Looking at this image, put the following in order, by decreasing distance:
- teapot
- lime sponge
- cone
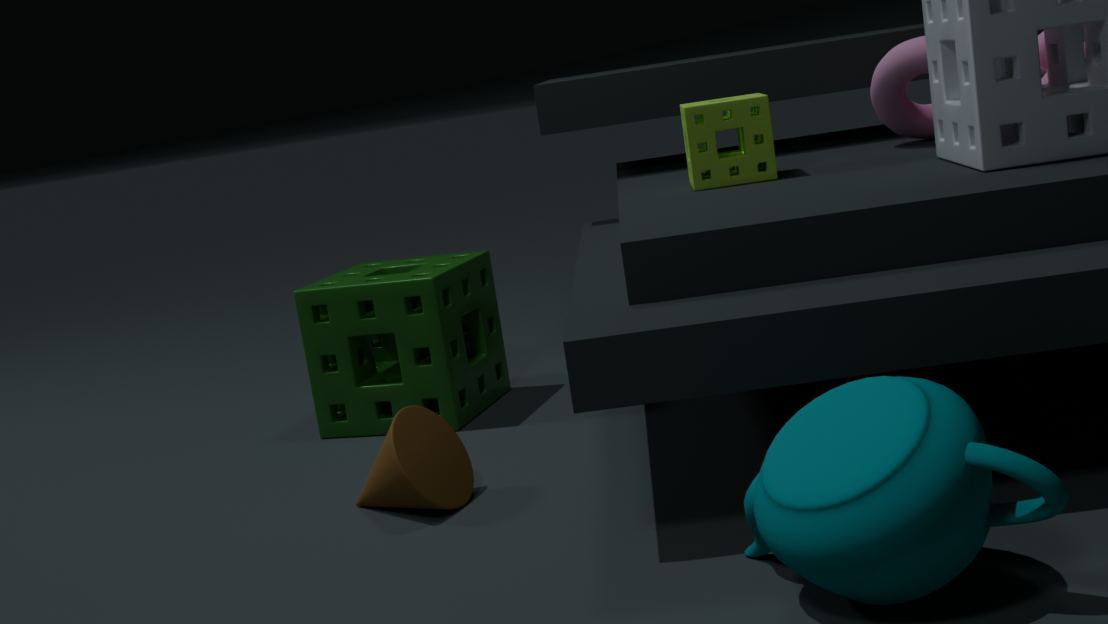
1. lime sponge
2. cone
3. teapot
